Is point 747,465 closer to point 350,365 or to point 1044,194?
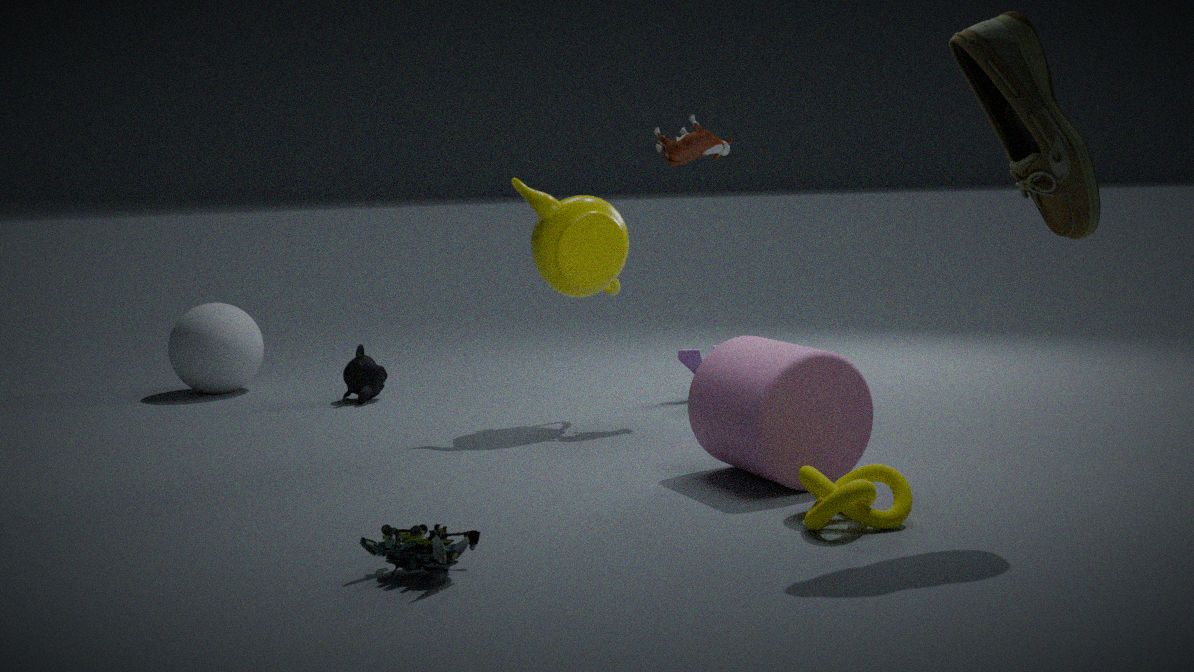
point 1044,194
